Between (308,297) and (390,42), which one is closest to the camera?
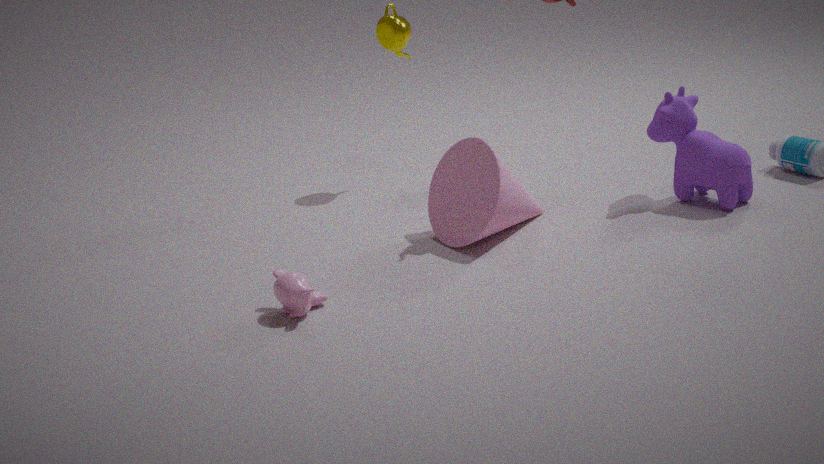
(308,297)
